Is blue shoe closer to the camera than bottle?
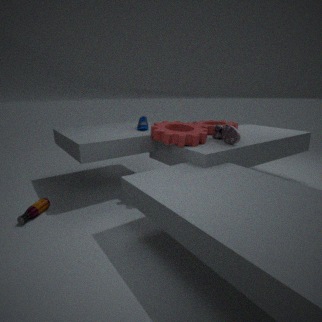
No
